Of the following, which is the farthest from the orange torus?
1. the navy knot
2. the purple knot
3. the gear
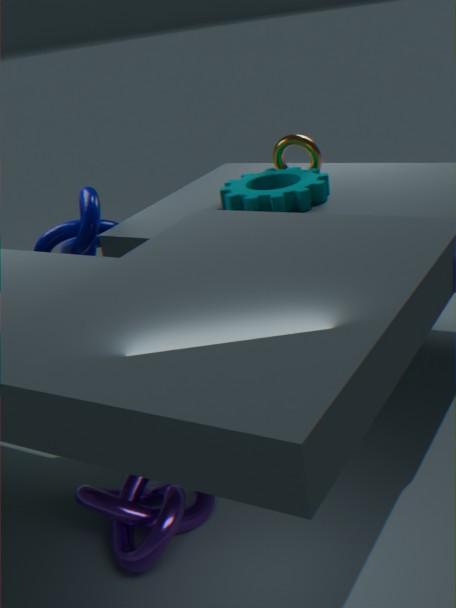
the purple knot
